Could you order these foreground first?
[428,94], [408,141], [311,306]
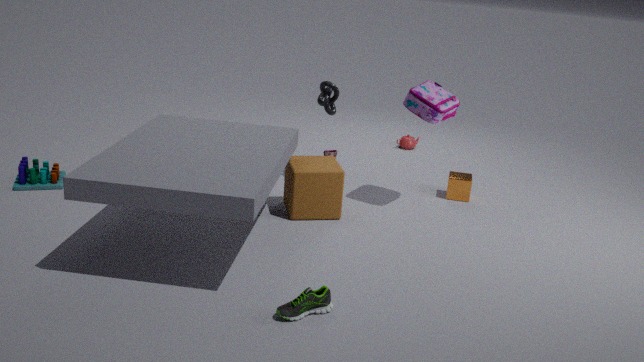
1. [311,306]
2. [428,94]
3. [408,141]
